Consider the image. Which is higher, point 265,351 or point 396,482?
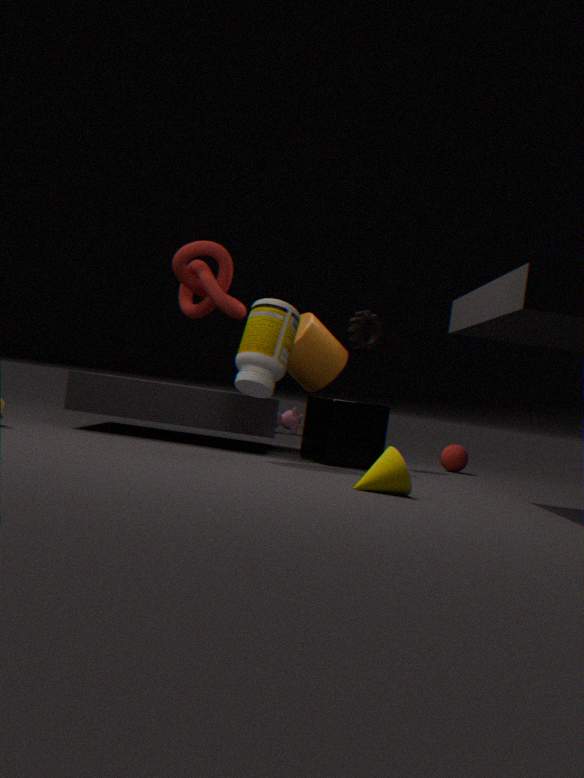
point 265,351
